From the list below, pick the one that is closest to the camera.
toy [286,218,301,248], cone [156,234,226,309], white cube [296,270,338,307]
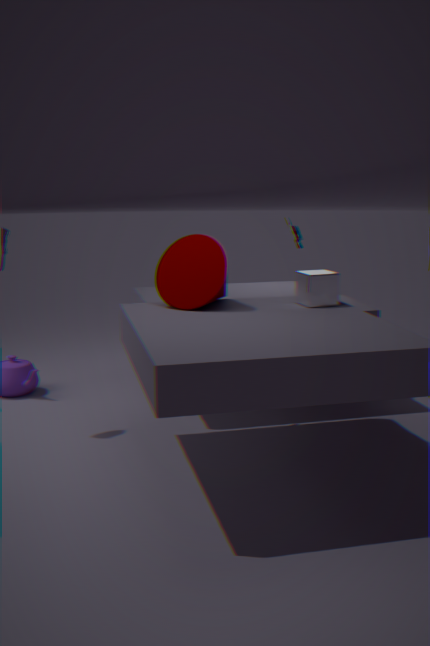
cone [156,234,226,309]
